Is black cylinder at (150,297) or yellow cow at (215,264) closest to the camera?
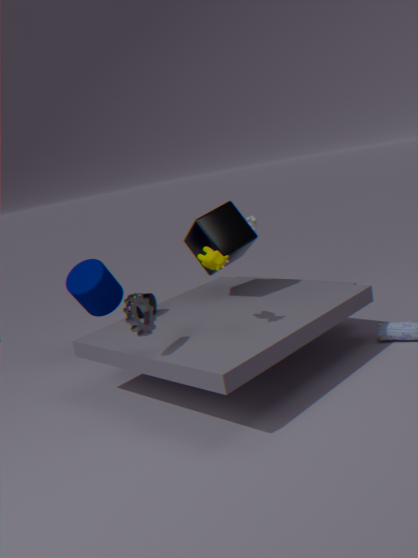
yellow cow at (215,264)
